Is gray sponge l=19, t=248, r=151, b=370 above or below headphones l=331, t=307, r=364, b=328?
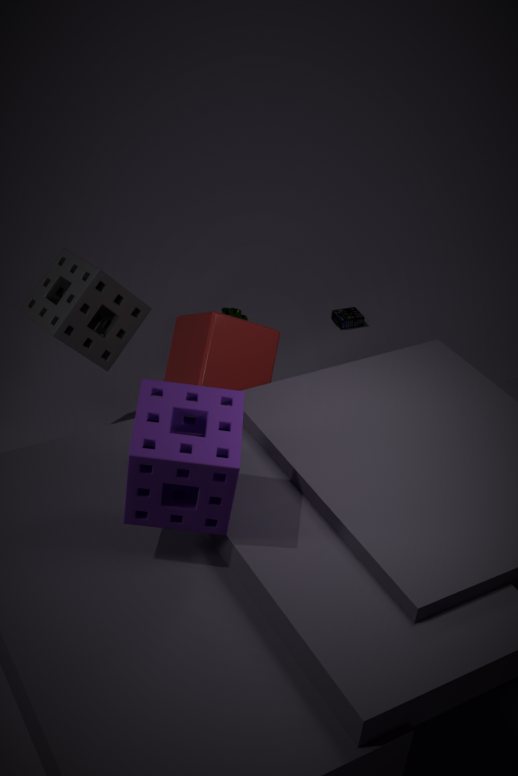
above
